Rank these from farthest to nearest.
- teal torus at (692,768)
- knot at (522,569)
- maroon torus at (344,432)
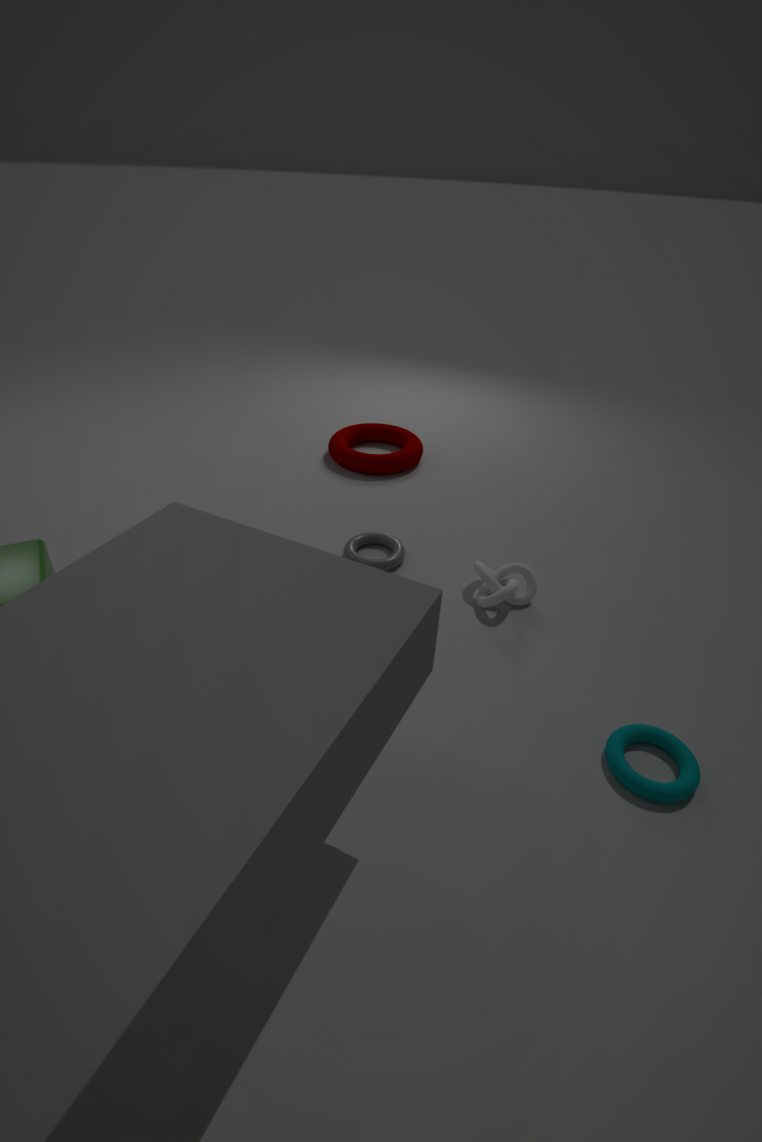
maroon torus at (344,432), knot at (522,569), teal torus at (692,768)
